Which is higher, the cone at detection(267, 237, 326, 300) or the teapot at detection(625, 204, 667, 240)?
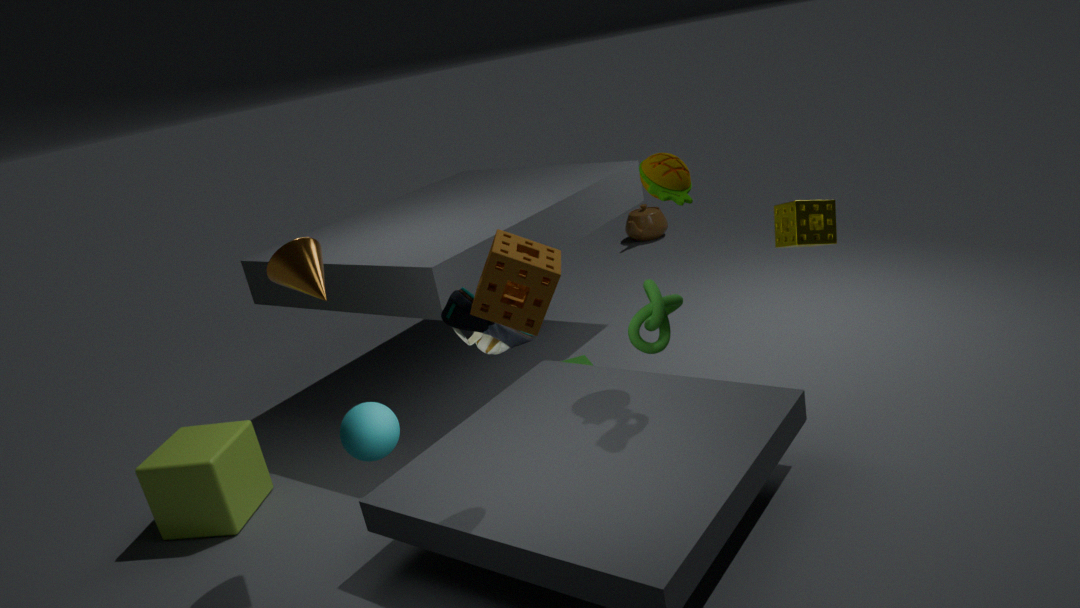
the cone at detection(267, 237, 326, 300)
